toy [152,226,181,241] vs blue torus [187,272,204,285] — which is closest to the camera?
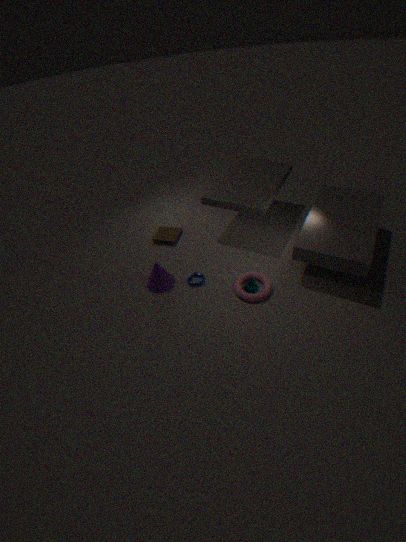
blue torus [187,272,204,285]
